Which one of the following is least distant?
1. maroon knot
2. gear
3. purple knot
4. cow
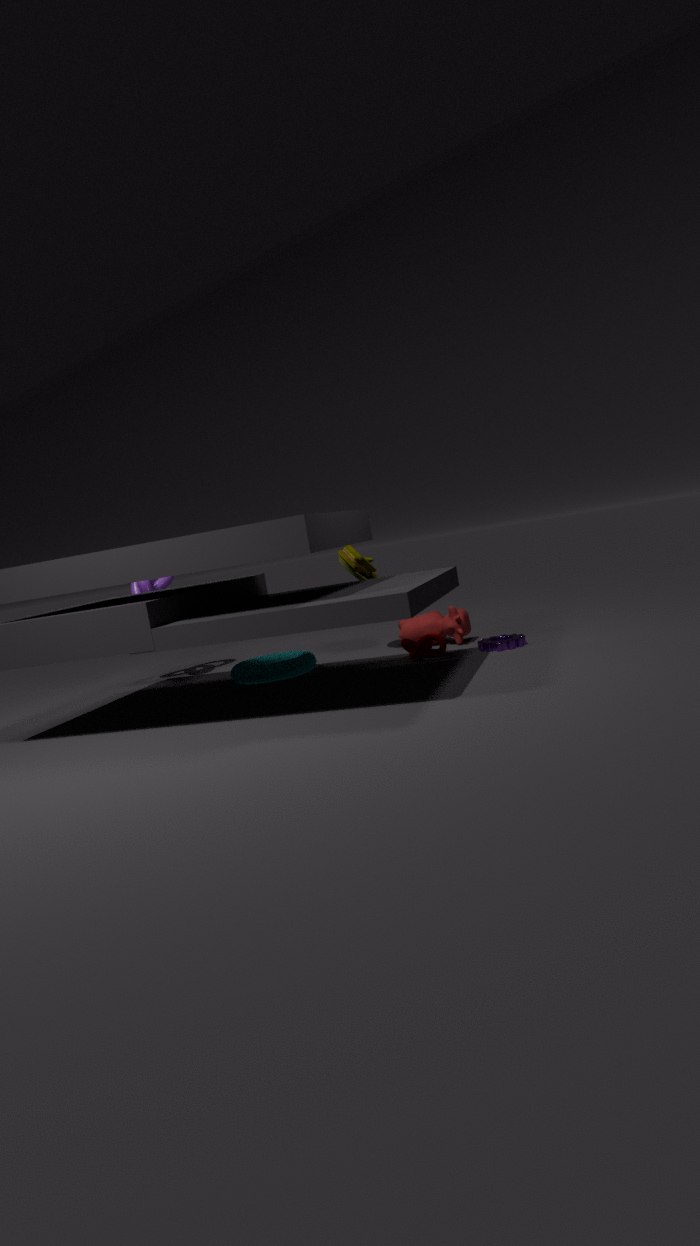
gear
